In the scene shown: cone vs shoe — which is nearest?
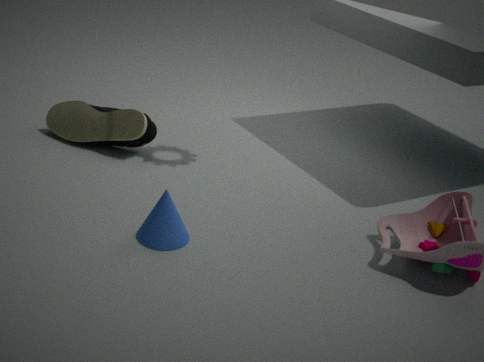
cone
